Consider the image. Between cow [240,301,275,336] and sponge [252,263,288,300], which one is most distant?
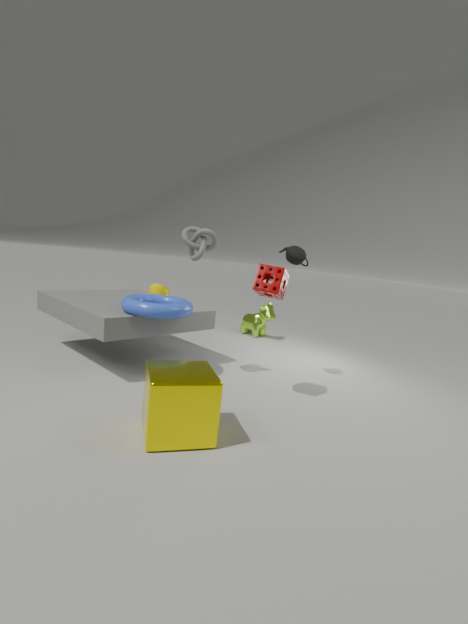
cow [240,301,275,336]
